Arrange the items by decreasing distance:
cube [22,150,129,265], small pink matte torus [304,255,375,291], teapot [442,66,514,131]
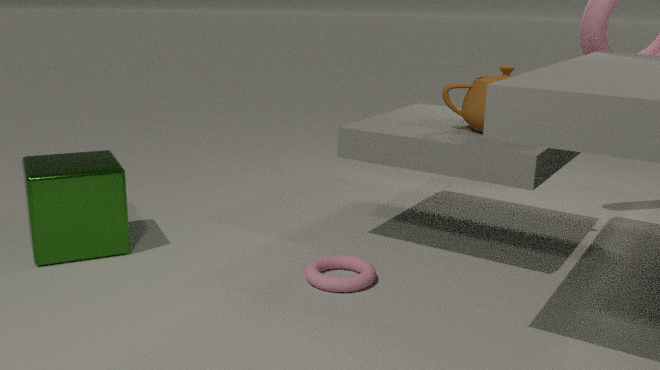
1. teapot [442,66,514,131]
2. cube [22,150,129,265]
3. small pink matte torus [304,255,375,291]
